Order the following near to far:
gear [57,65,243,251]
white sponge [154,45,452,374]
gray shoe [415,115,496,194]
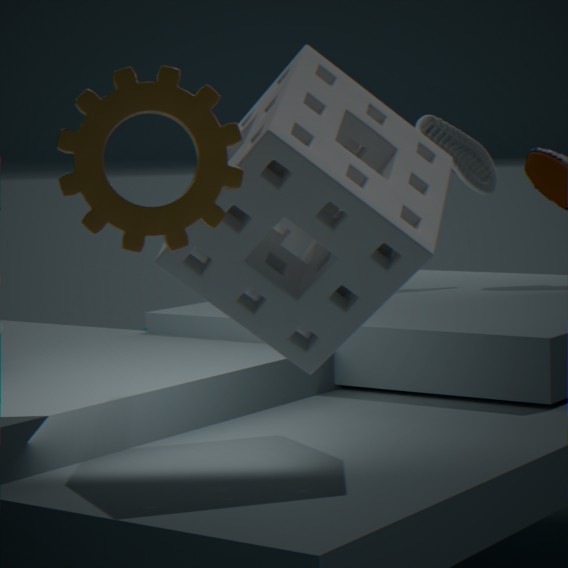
gear [57,65,243,251] → white sponge [154,45,452,374] → gray shoe [415,115,496,194]
